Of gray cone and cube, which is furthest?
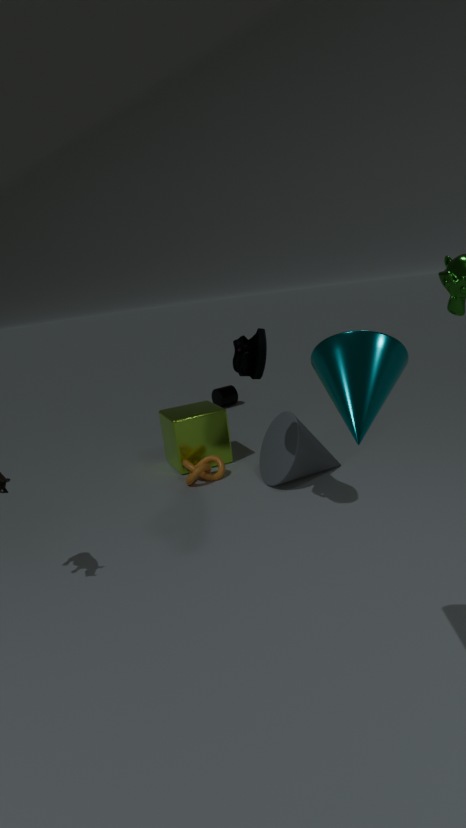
cube
